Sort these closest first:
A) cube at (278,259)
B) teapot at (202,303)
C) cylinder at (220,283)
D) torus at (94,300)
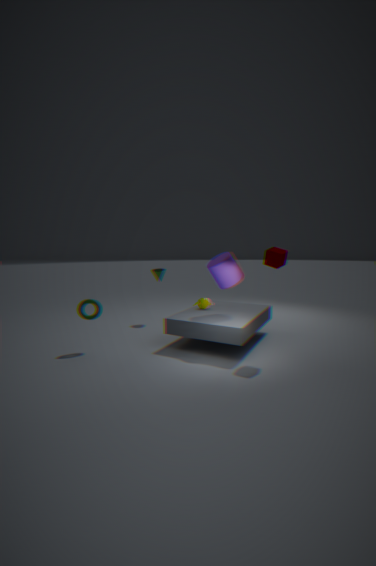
cube at (278,259) → cylinder at (220,283) → torus at (94,300) → teapot at (202,303)
